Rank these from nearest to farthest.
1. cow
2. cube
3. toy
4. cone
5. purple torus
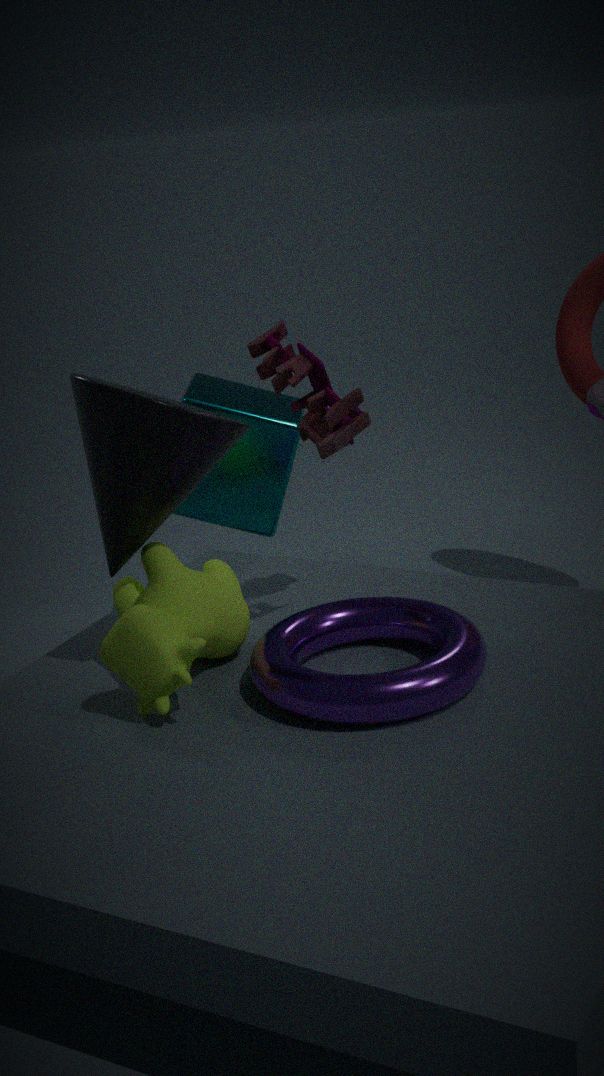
purple torus
cow
cone
toy
cube
